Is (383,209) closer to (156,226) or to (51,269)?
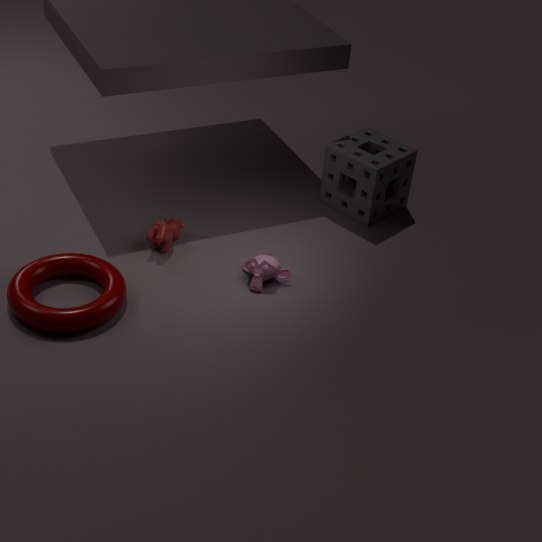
(156,226)
